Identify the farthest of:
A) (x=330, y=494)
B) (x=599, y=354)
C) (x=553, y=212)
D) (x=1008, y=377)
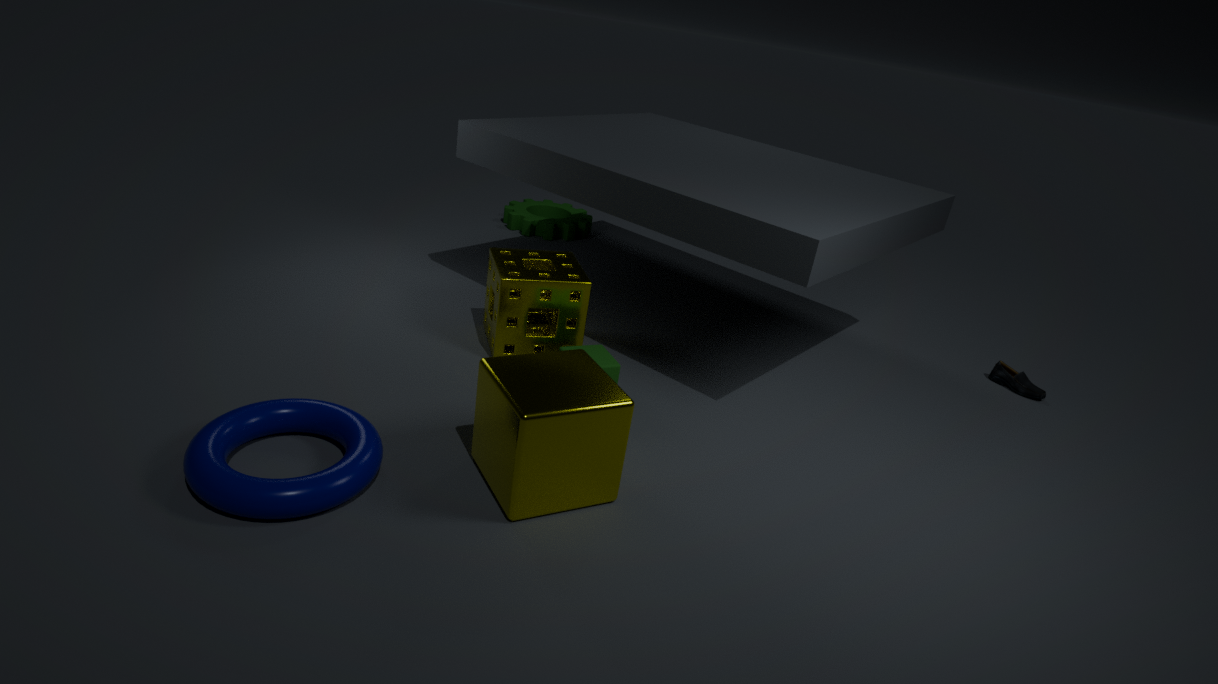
(x=553, y=212)
